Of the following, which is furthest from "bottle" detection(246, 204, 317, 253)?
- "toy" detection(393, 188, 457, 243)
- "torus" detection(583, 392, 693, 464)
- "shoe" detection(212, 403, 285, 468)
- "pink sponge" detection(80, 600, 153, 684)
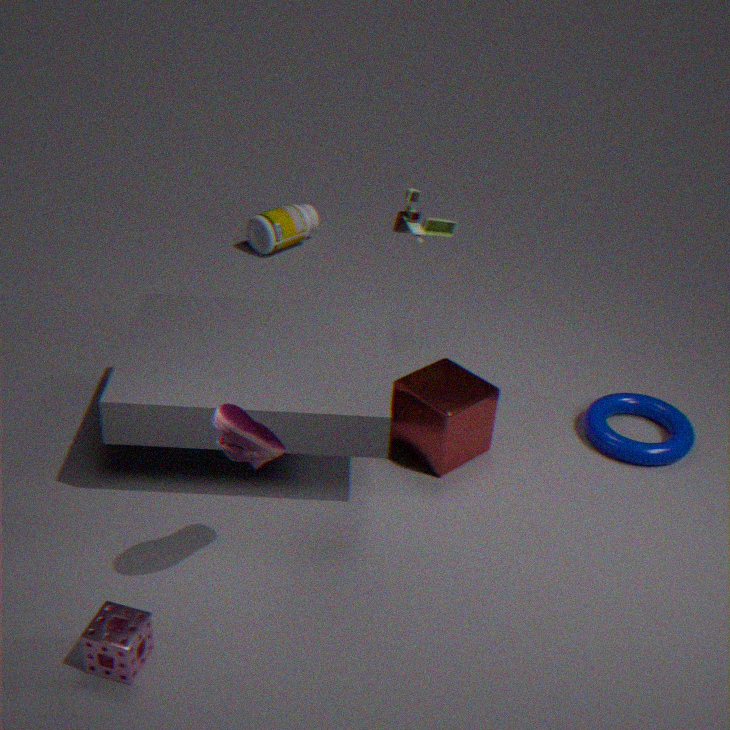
"pink sponge" detection(80, 600, 153, 684)
